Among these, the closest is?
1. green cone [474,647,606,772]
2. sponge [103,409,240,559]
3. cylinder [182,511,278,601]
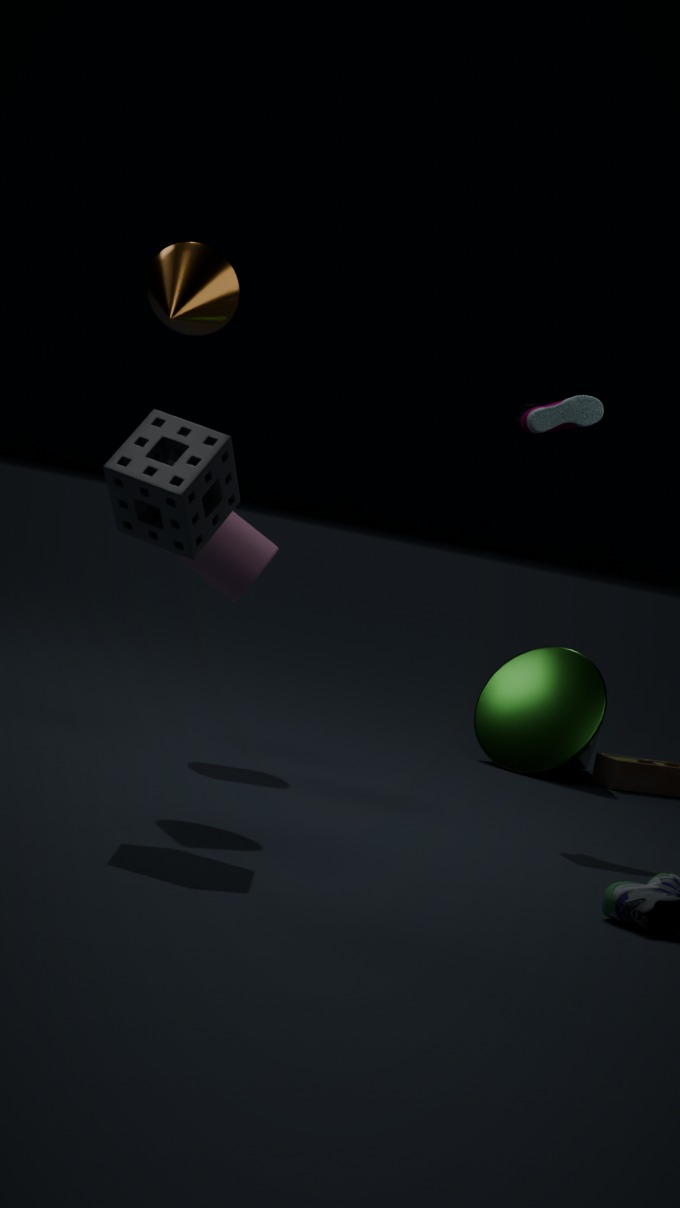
sponge [103,409,240,559]
